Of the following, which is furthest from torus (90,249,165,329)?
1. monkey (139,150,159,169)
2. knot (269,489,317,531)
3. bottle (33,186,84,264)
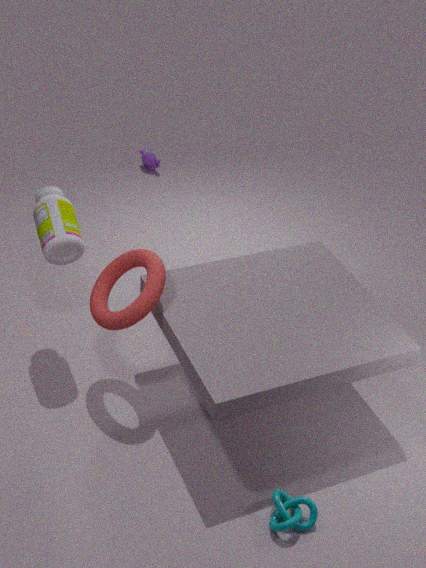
monkey (139,150,159,169)
